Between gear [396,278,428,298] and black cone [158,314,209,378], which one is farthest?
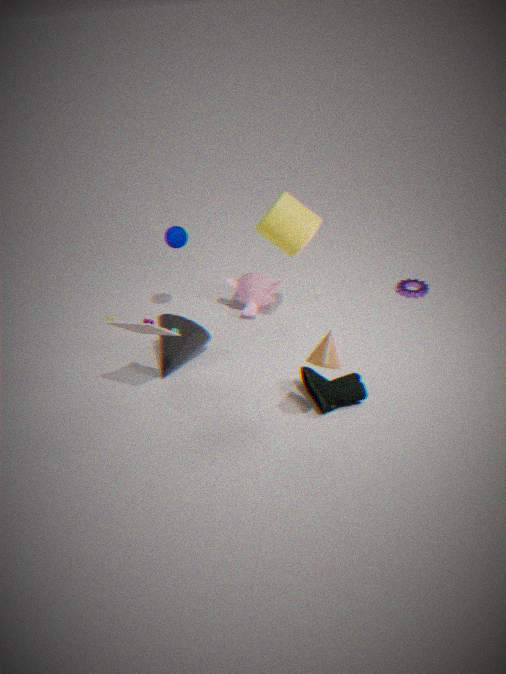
gear [396,278,428,298]
